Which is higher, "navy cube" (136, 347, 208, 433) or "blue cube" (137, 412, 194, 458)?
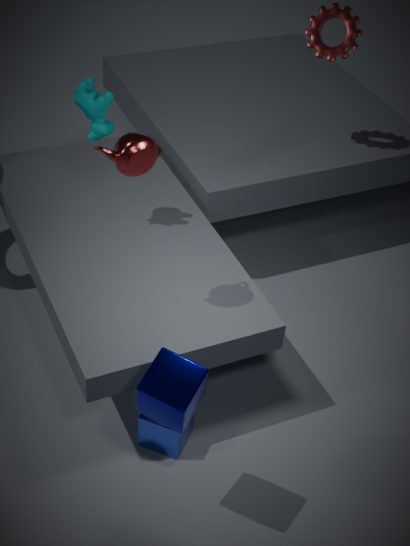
"navy cube" (136, 347, 208, 433)
